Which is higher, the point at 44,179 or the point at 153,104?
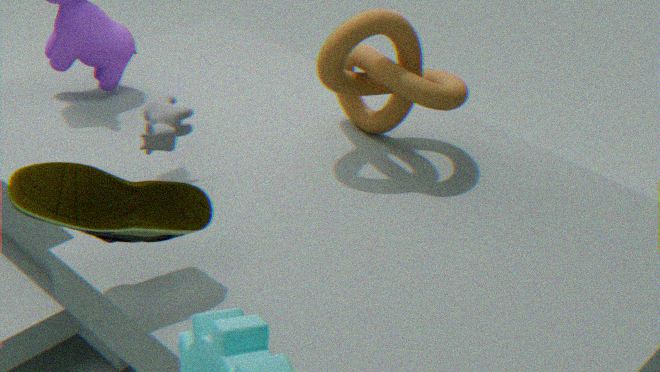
the point at 44,179
